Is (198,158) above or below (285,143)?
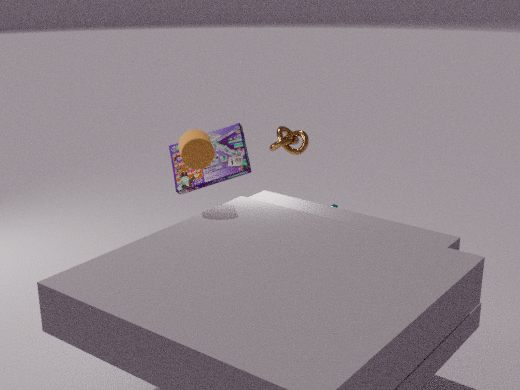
above
